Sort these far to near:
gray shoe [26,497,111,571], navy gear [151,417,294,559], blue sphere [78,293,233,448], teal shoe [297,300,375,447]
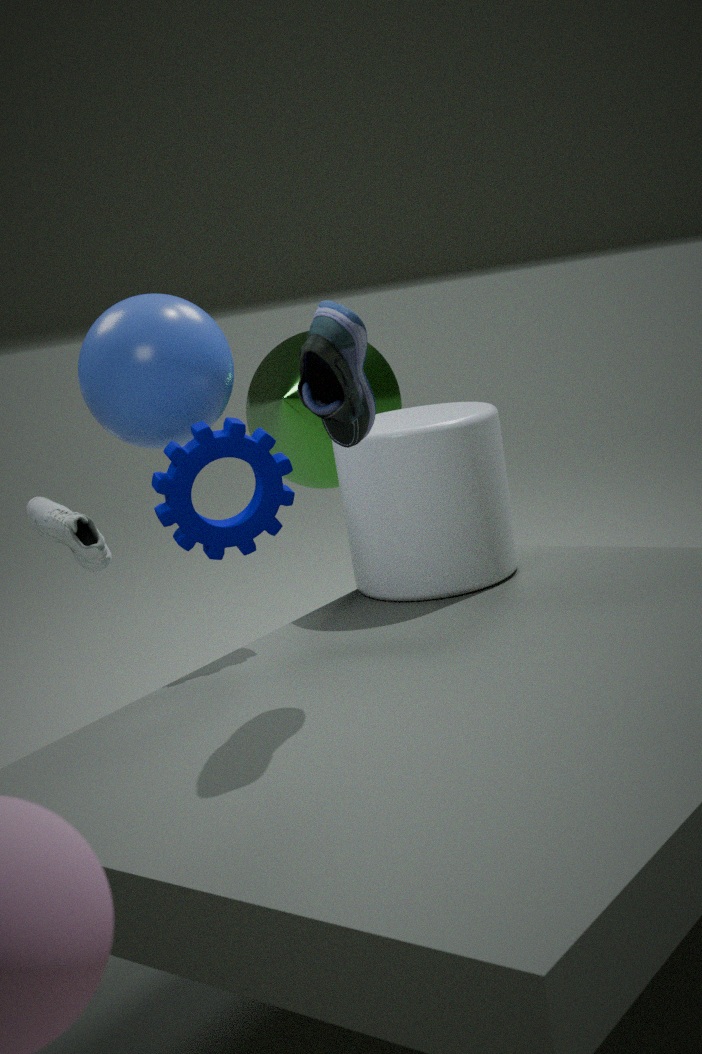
gray shoe [26,497,111,571]
blue sphere [78,293,233,448]
navy gear [151,417,294,559]
teal shoe [297,300,375,447]
